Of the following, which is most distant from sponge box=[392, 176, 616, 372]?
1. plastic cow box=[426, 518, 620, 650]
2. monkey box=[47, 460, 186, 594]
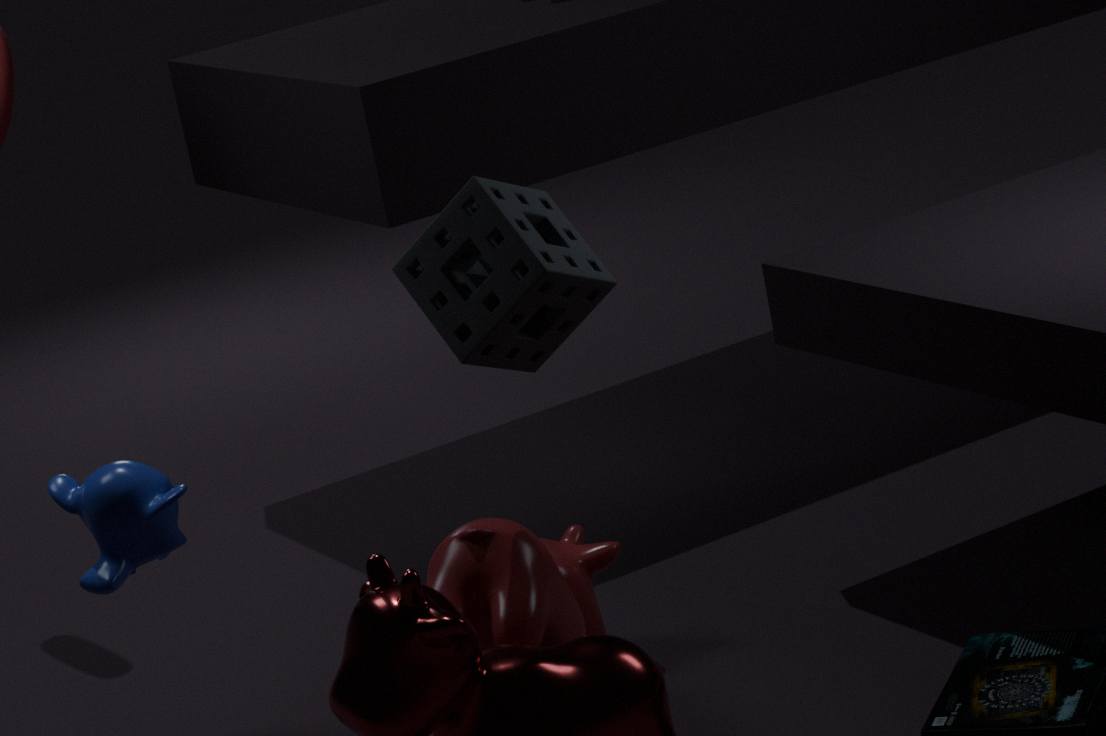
monkey box=[47, 460, 186, 594]
